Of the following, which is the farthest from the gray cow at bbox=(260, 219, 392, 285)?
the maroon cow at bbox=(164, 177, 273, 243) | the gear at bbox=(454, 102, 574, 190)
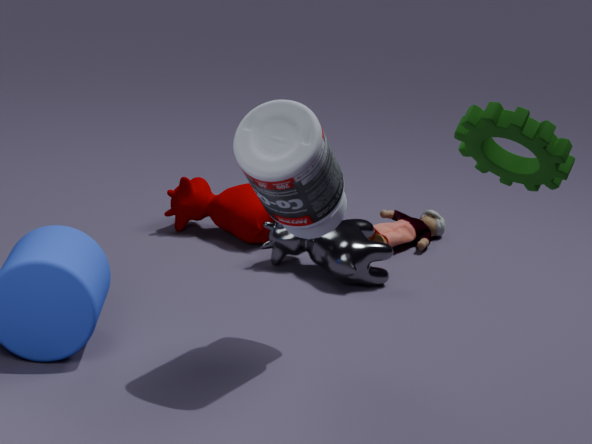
the gear at bbox=(454, 102, 574, 190)
